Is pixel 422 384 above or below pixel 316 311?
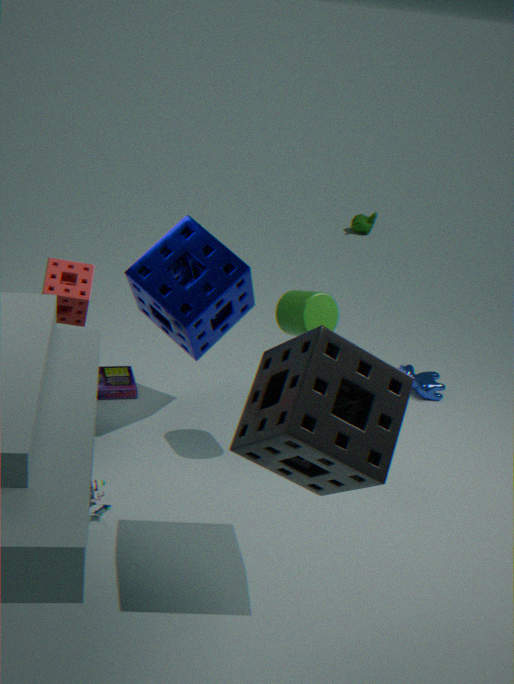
below
